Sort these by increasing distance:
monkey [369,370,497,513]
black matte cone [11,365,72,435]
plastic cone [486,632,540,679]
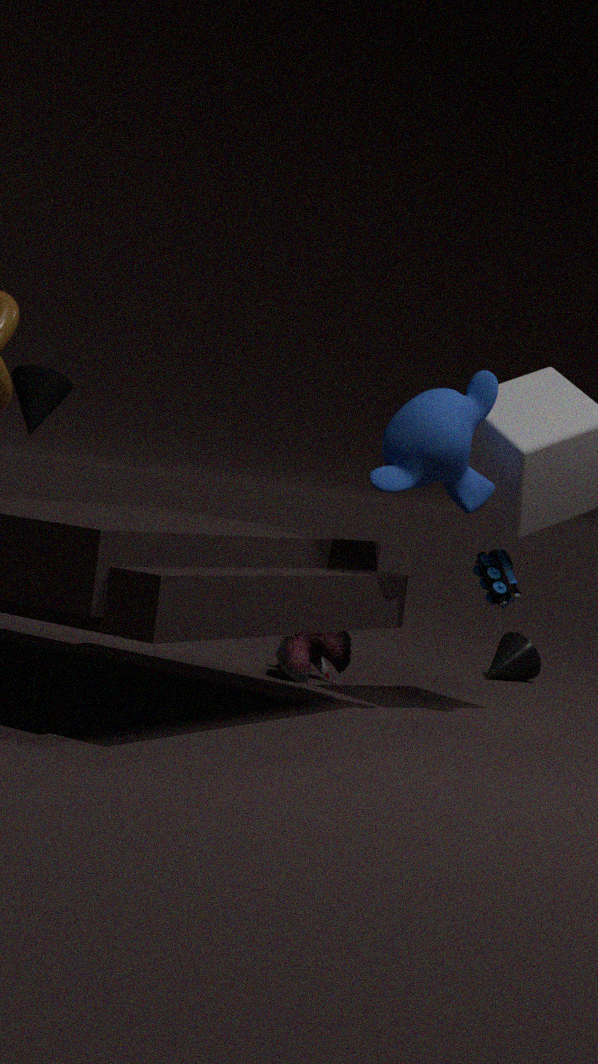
monkey [369,370,497,513], black matte cone [11,365,72,435], plastic cone [486,632,540,679]
